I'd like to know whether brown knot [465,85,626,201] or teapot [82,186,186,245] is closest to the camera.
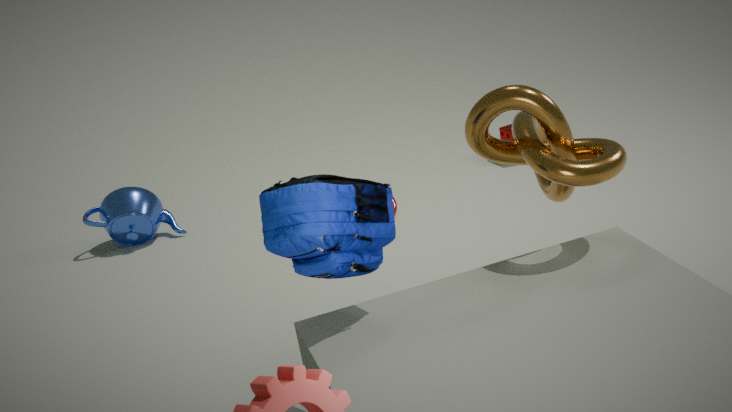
brown knot [465,85,626,201]
